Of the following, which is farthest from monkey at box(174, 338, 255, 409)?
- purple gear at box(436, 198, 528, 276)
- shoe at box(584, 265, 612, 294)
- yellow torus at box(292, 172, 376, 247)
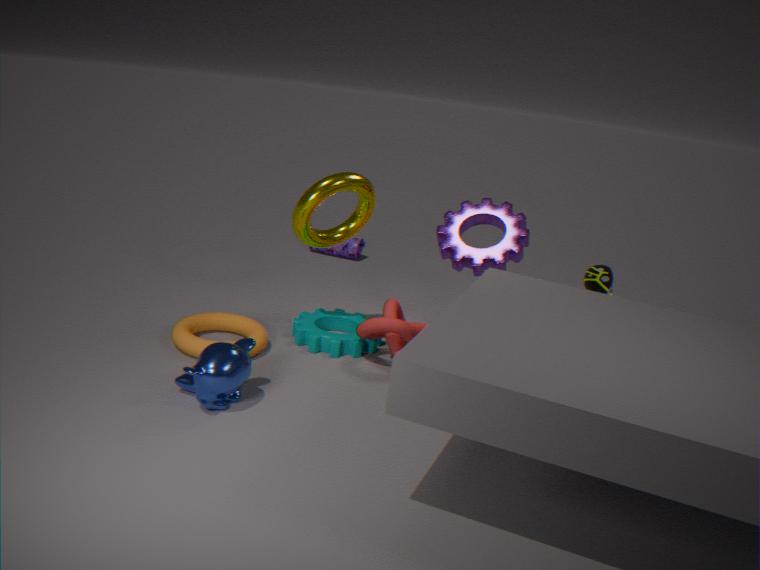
shoe at box(584, 265, 612, 294)
